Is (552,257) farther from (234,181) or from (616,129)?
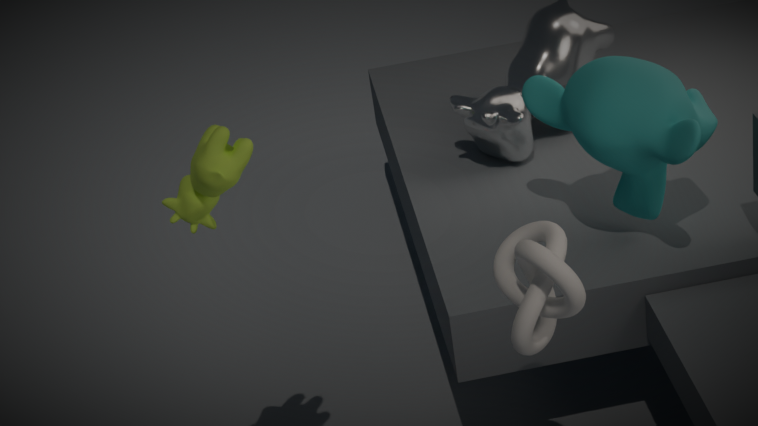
(234,181)
